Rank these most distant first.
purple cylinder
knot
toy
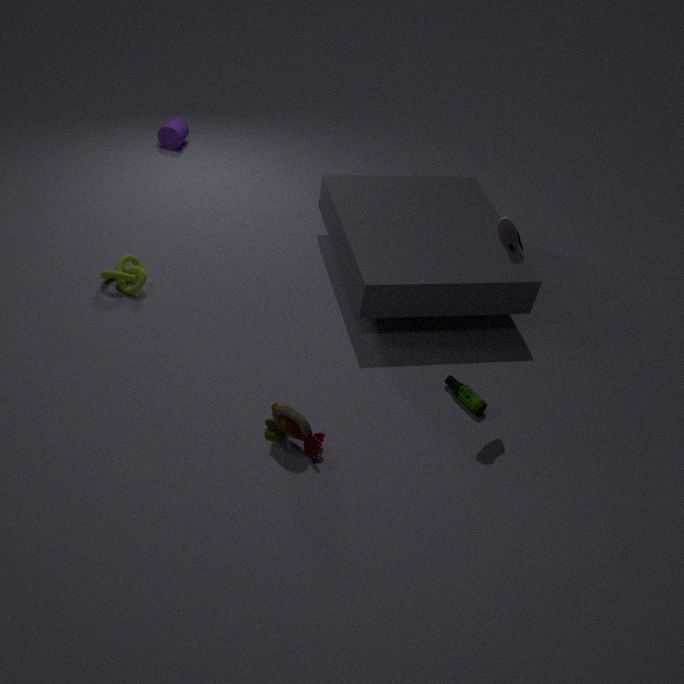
purple cylinder → knot → toy
